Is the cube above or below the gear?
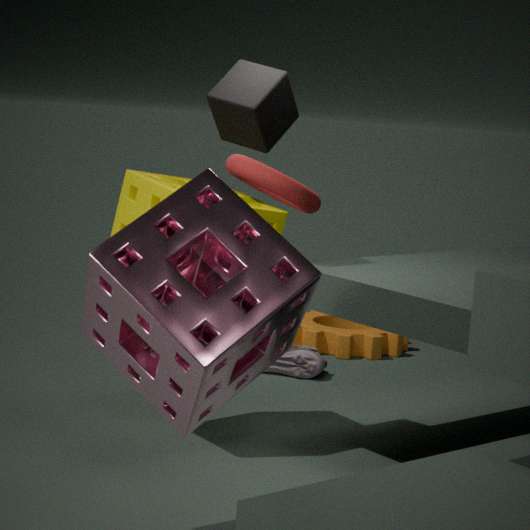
above
